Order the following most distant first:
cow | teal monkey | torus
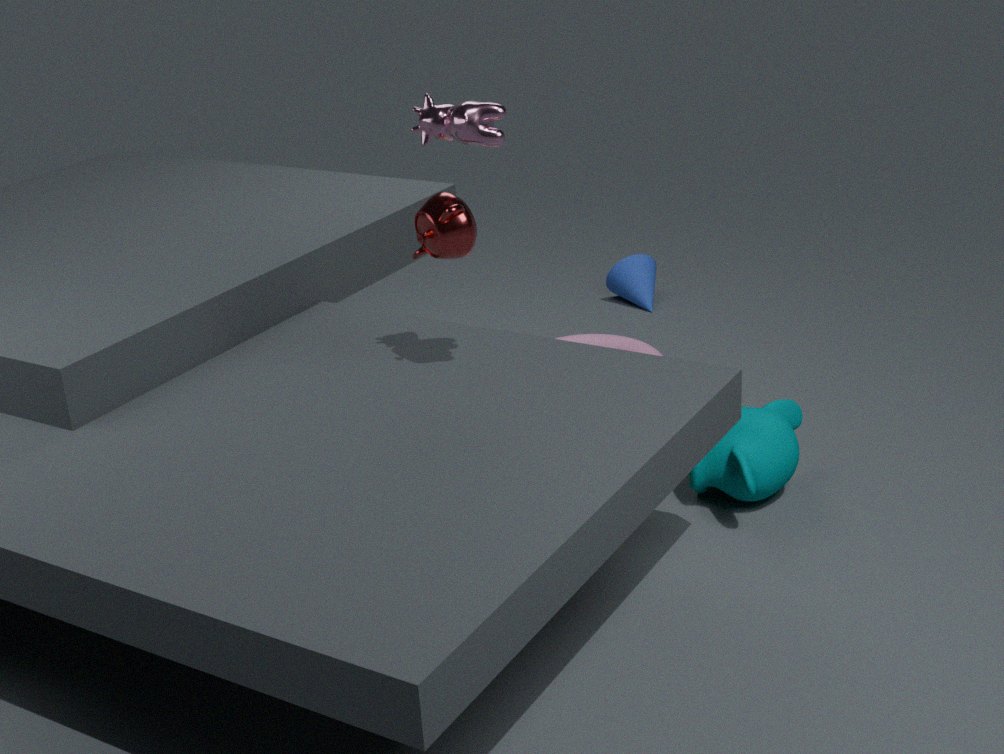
torus → teal monkey → cow
